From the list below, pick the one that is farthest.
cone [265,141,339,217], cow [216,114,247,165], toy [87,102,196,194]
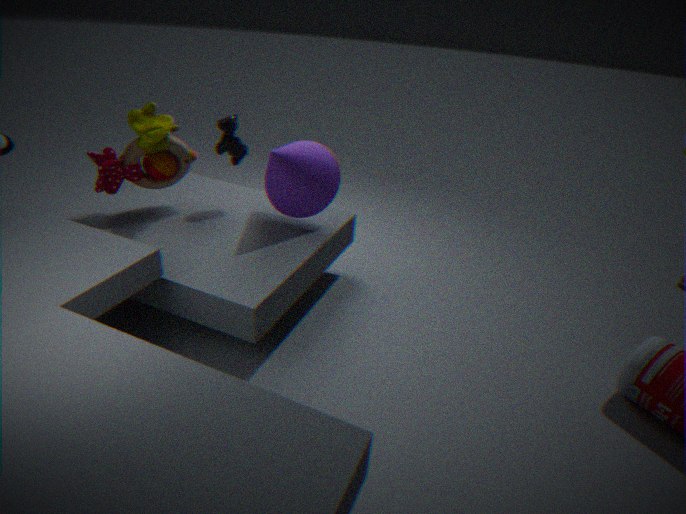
cow [216,114,247,165]
